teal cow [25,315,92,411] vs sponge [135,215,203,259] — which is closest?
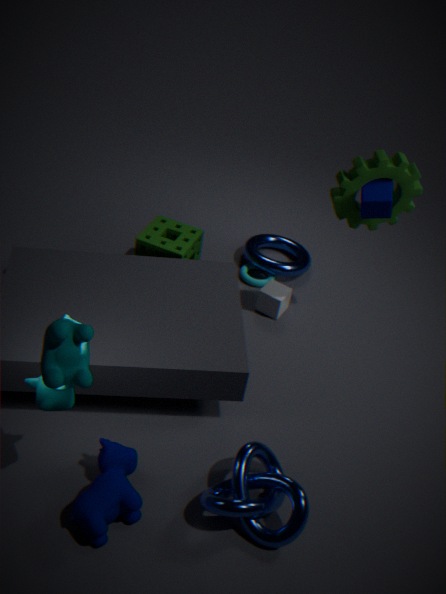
teal cow [25,315,92,411]
